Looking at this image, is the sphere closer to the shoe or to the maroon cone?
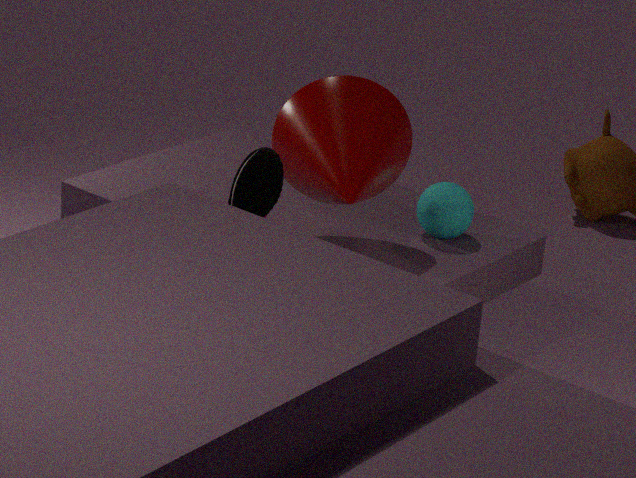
the maroon cone
